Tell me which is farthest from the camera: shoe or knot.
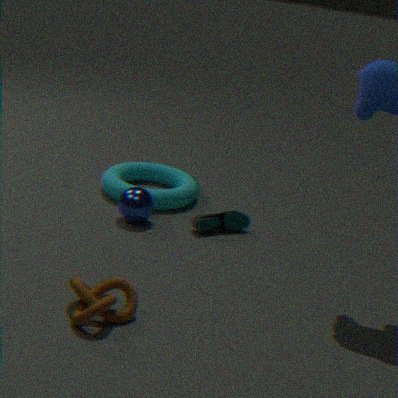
shoe
